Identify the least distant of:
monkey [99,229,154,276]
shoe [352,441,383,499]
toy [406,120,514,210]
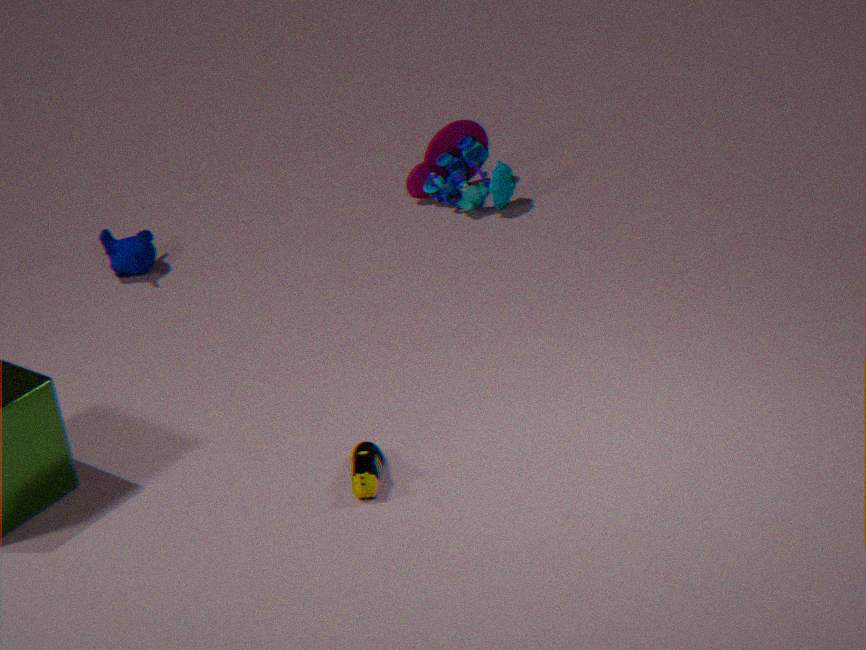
shoe [352,441,383,499]
